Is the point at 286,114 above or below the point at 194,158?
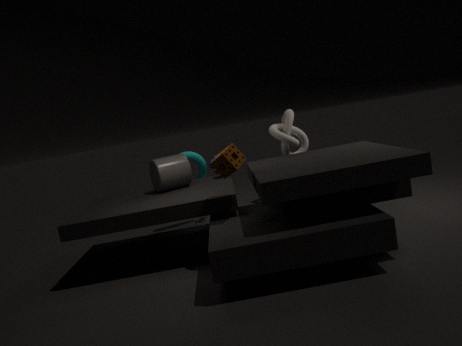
above
